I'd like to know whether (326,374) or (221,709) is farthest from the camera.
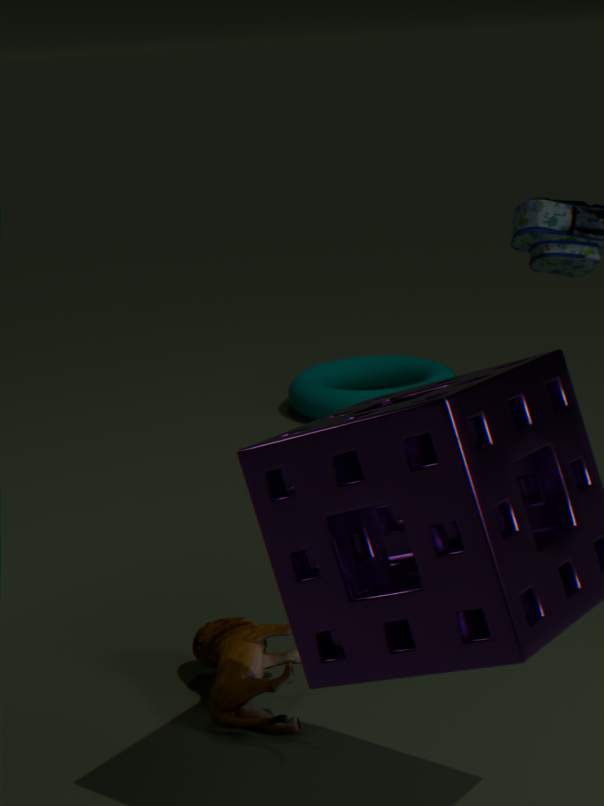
(326,374)
